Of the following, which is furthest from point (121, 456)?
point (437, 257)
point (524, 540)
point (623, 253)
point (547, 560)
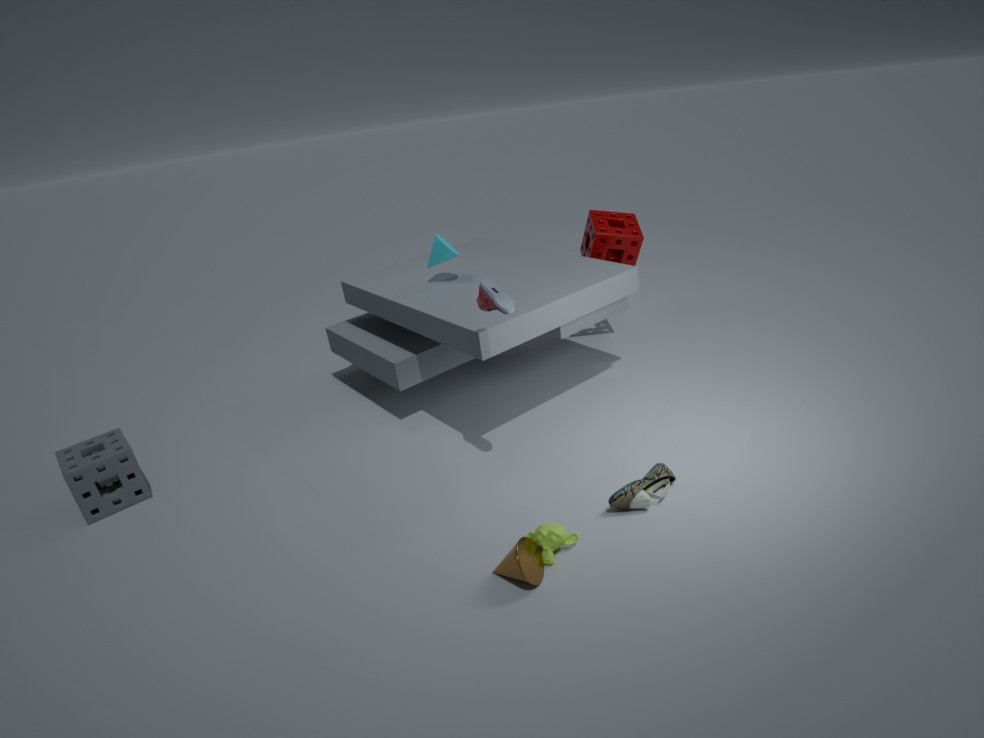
point (623, 253)
